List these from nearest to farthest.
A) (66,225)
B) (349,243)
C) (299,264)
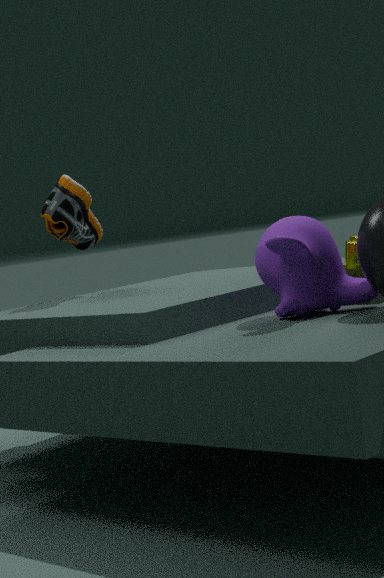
1. (299,264)
2. (349,243)
3. (66,225)
